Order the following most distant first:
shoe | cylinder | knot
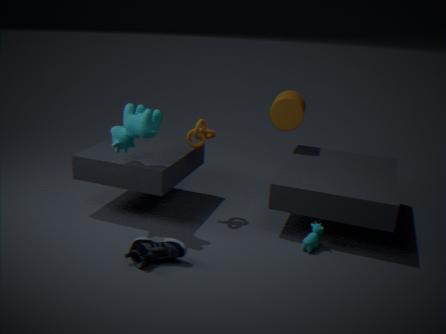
cylinder → knot → shoe
